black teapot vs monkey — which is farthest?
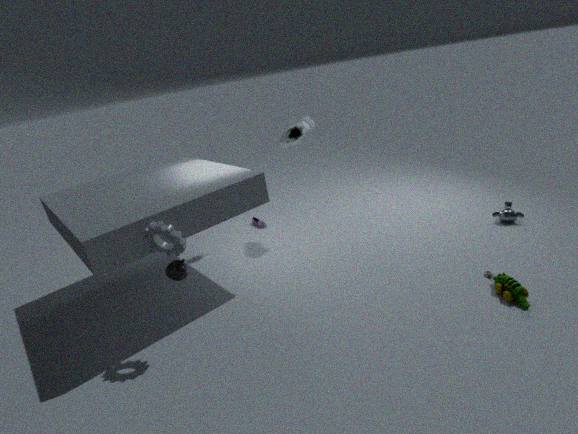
monkey
